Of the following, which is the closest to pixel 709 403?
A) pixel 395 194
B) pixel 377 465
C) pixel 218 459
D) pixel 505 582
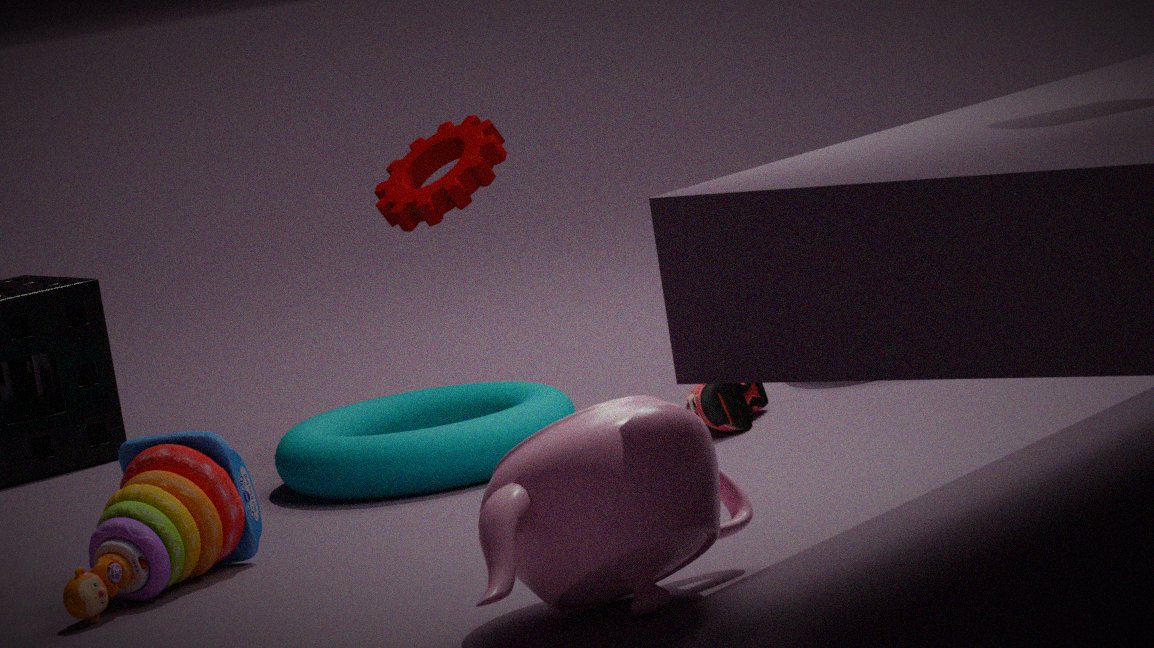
pixel 377 465
